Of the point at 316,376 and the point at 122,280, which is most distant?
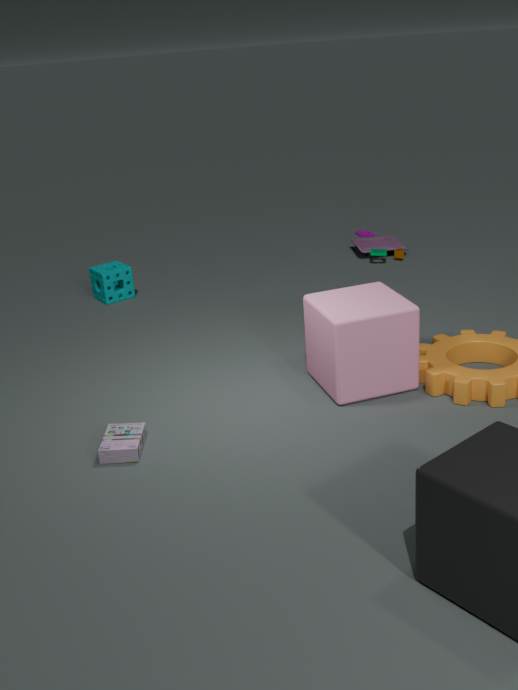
the point at 122,280
